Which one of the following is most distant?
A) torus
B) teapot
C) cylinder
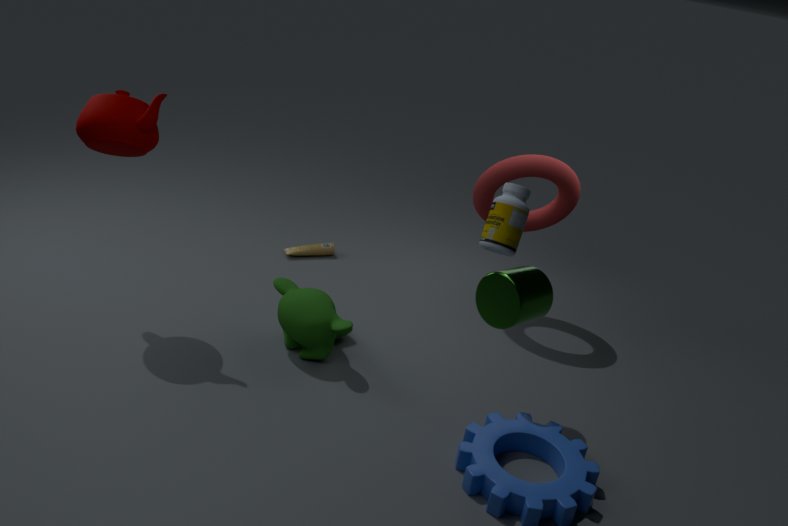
torus
